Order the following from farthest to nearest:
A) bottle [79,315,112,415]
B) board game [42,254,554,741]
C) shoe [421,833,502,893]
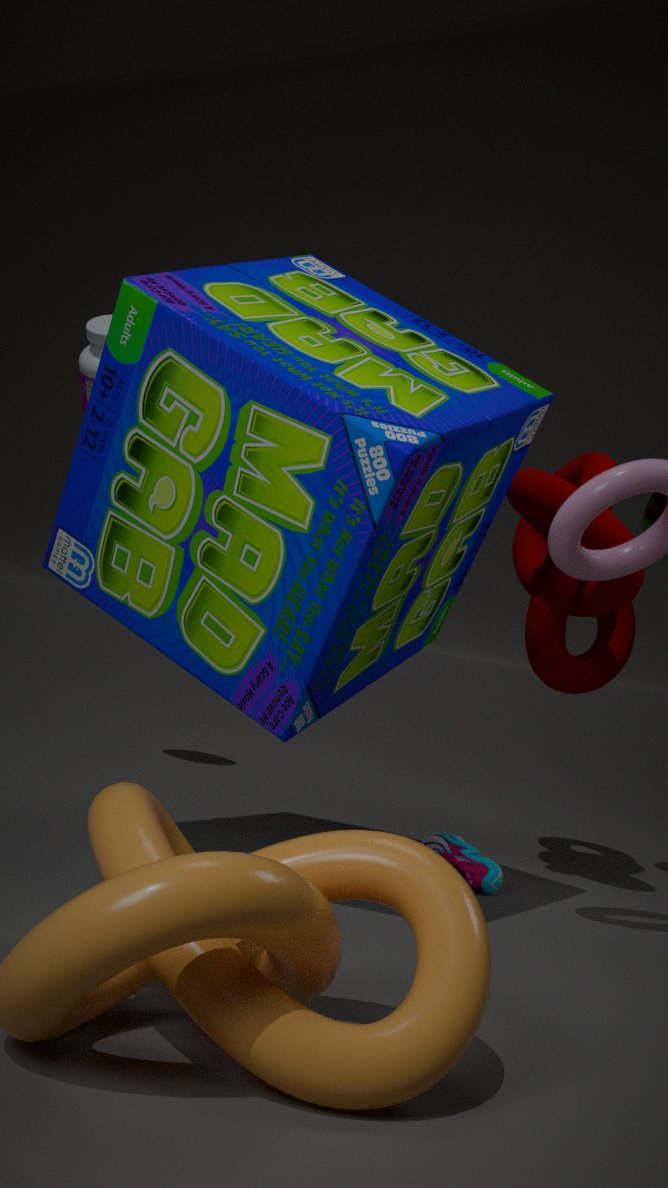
bottle [79,315,112,415], shoe [421,833,502,893], board game [42,254,554,741]
